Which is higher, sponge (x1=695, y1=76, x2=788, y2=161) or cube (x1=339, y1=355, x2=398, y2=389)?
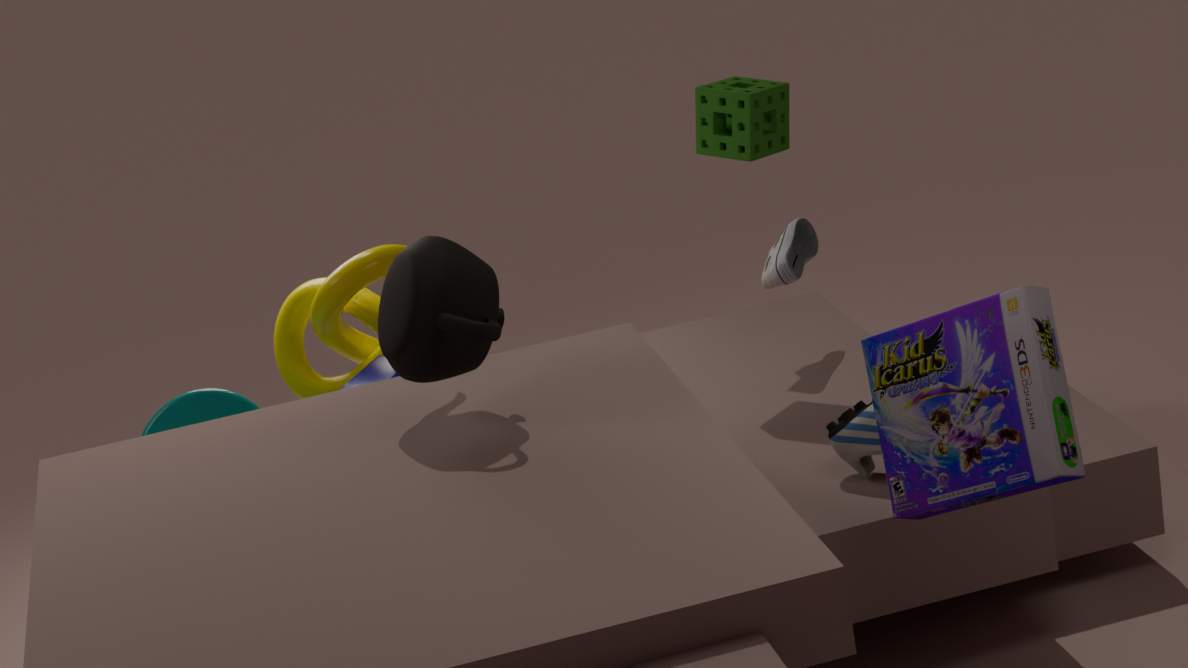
sponge (x1=695, y1=76, x2=788, y2=161)
